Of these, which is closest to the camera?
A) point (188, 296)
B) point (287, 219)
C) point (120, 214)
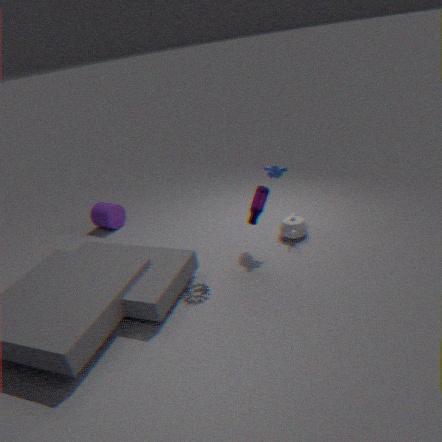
point (188, 296)
